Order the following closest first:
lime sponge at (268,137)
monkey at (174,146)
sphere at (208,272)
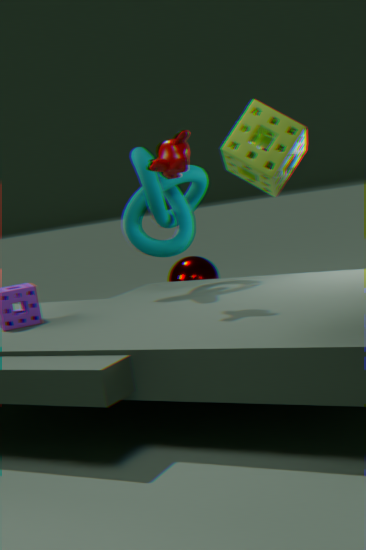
1. lime sponge at (268,137)
2. monkey at (174,146)
3. sphere at (208,272)
